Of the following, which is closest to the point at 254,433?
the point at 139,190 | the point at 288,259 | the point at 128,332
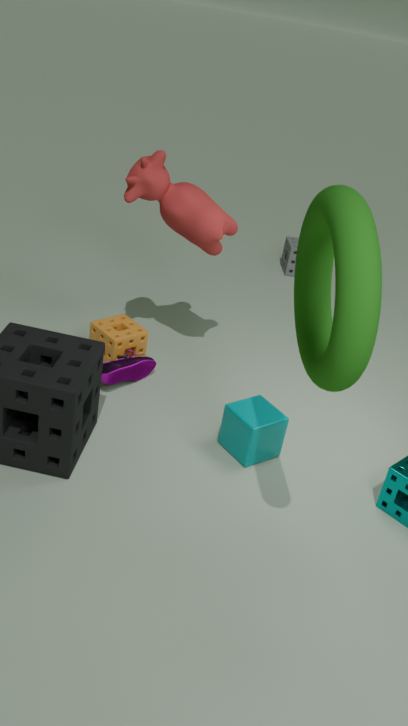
the point at 128,332
